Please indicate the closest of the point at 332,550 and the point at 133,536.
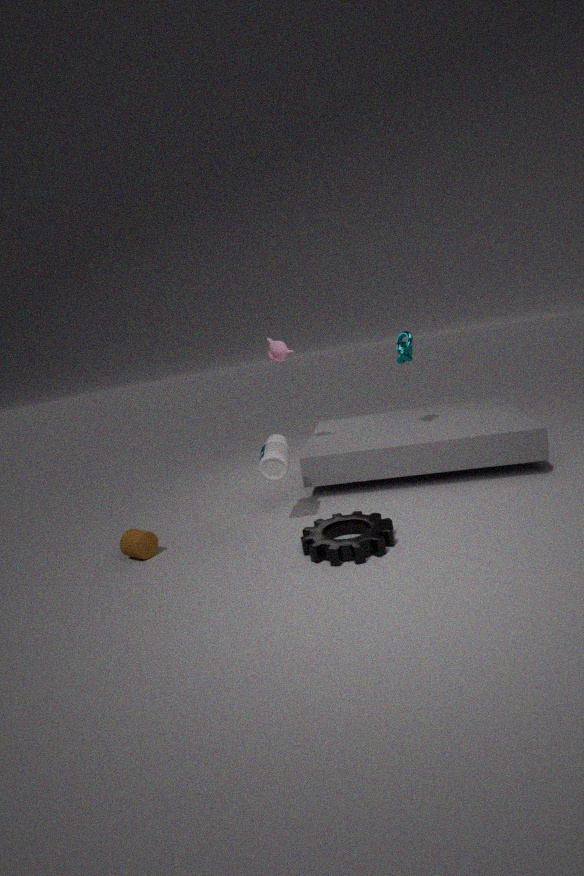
the point at 332,550
